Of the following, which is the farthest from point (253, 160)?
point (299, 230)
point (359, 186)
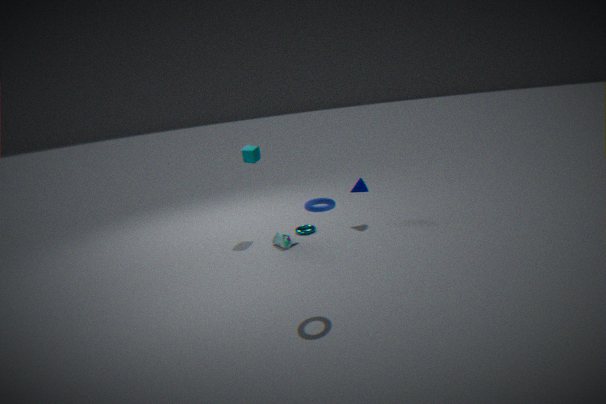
point (359, 186)
